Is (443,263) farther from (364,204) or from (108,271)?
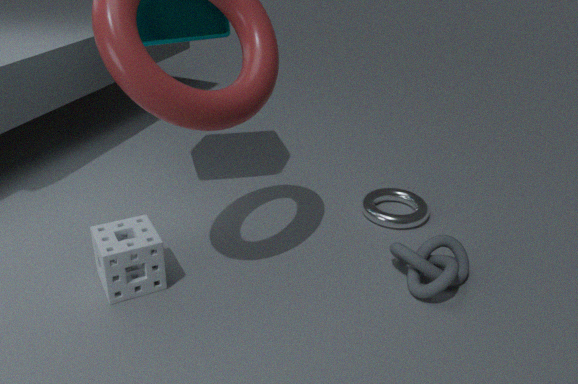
(108,271)
